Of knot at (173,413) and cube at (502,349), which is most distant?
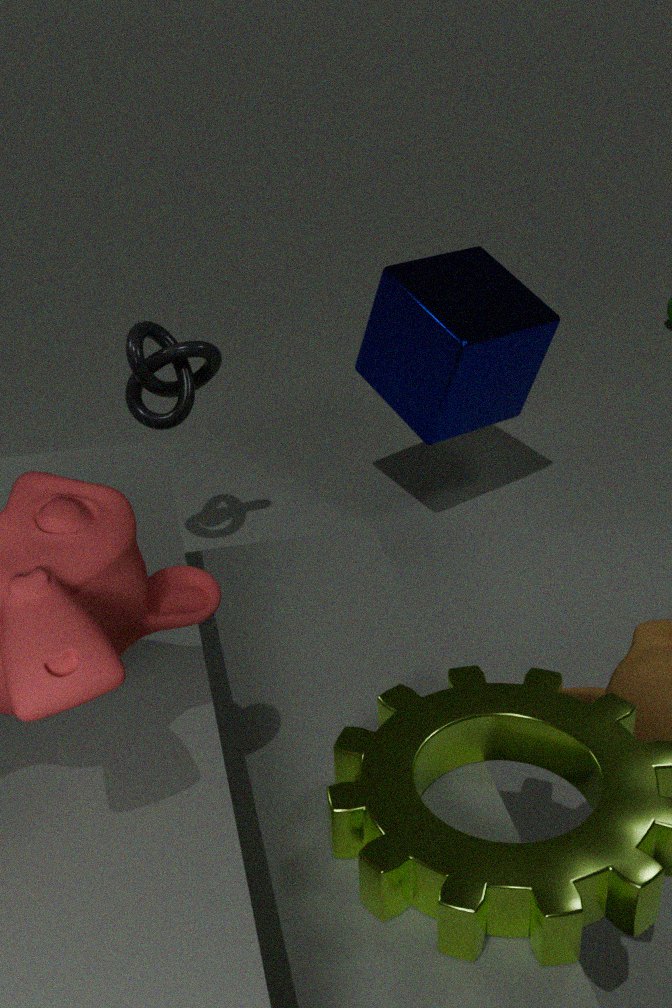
cube at (502,349)
